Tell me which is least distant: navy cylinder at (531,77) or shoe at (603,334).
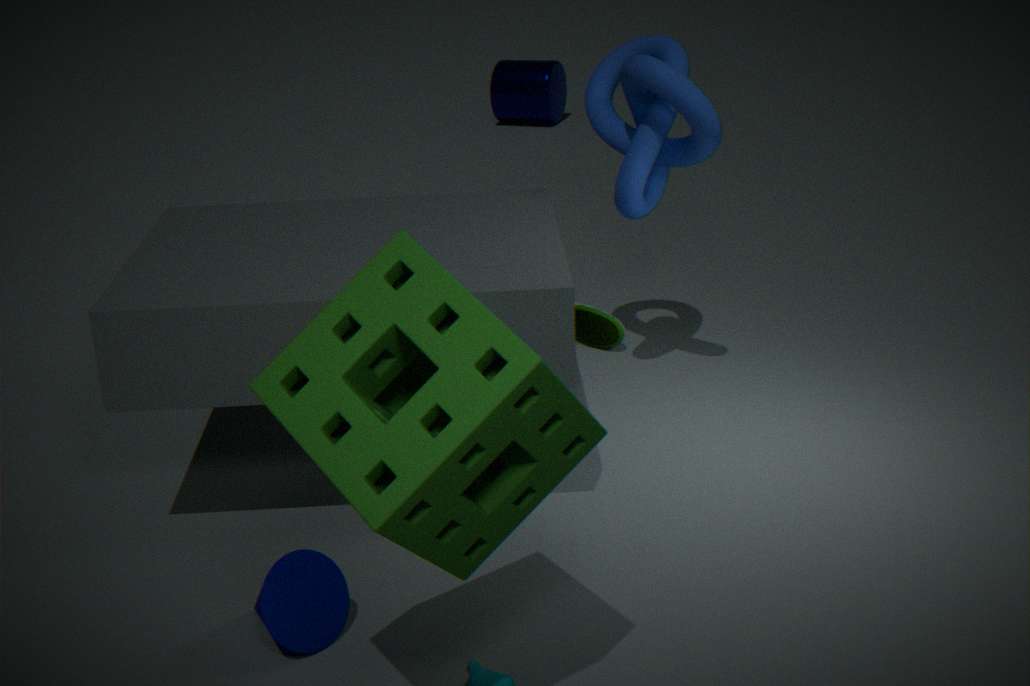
shoe at (603,334)
